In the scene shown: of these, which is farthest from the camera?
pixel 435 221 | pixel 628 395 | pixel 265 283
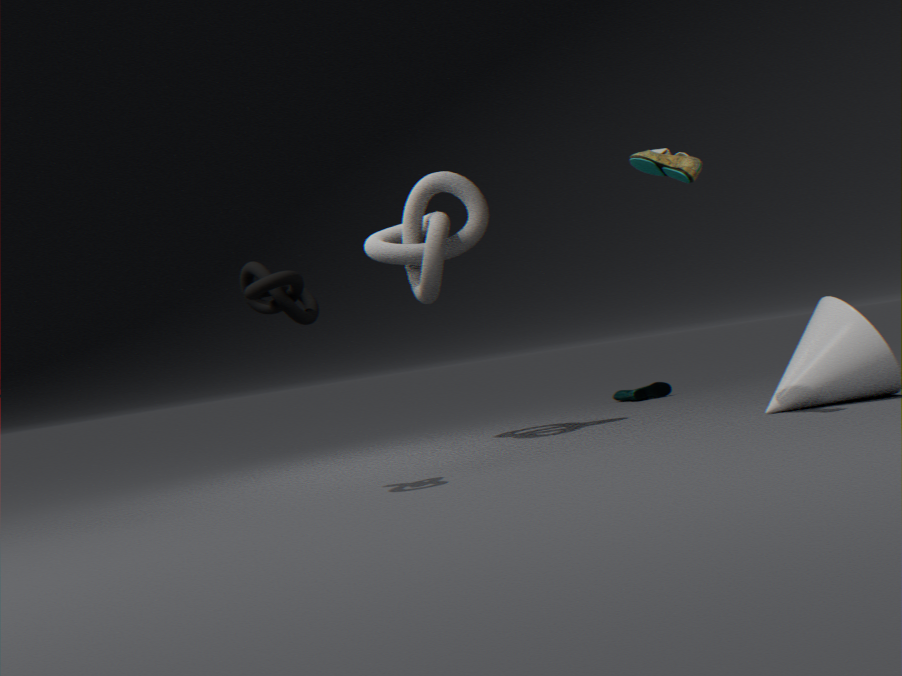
pixel 628 395
